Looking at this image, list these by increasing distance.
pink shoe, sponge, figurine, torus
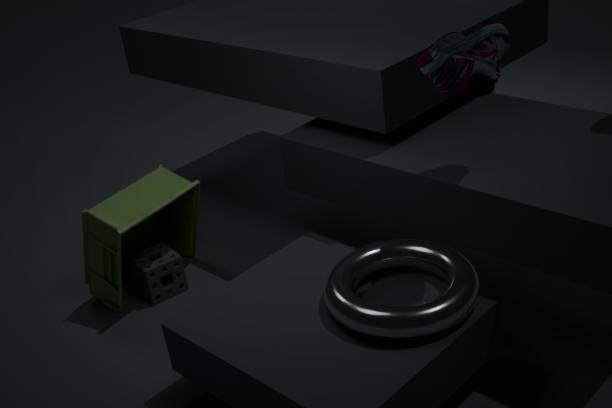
pink shoe
torus
figurine
sponge
